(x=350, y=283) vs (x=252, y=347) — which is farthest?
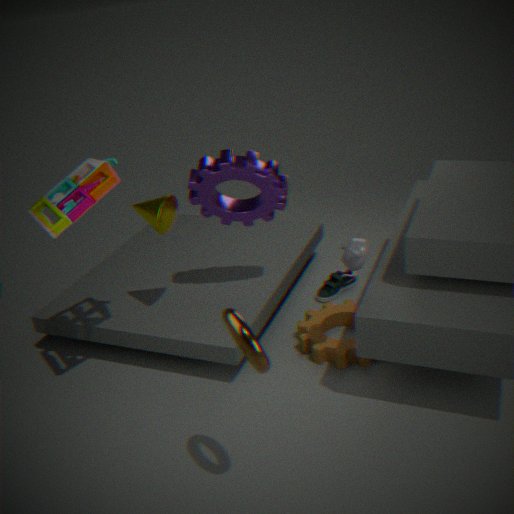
(x=350, y=283)
